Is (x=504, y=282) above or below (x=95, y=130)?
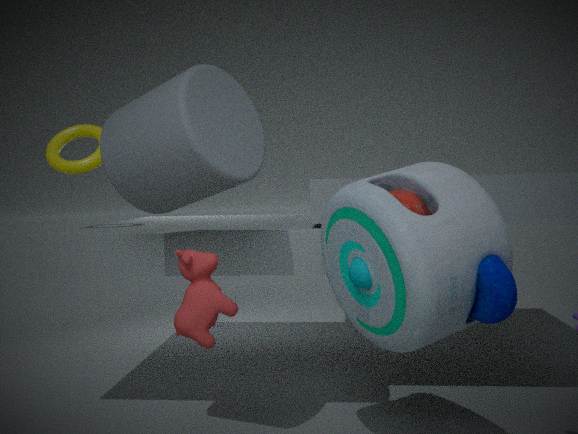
below
